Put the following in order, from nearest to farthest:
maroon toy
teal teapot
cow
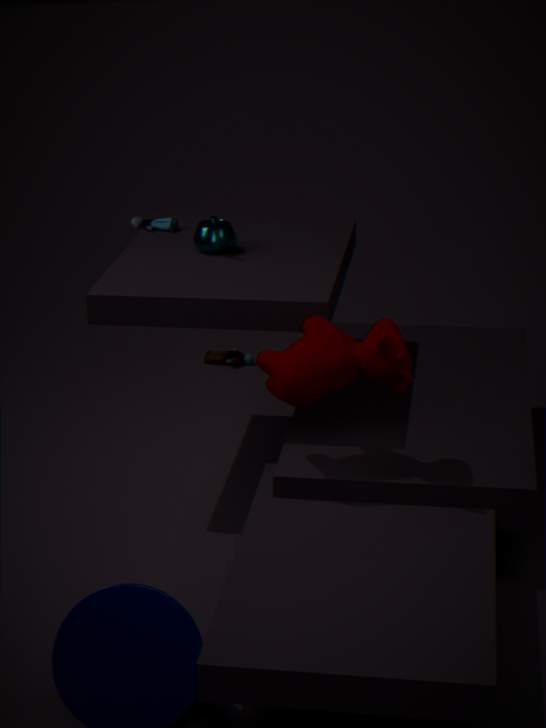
1. cow
2. teal teapot
3. maroon toy
